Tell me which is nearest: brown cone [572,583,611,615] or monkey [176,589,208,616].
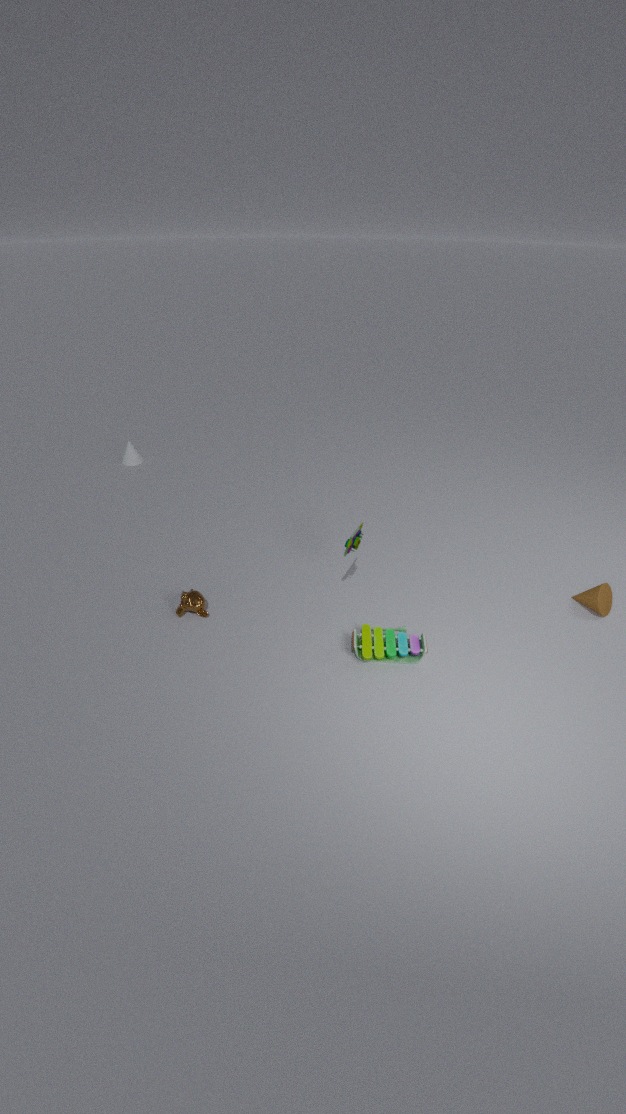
monkey [176,589,208,616]
